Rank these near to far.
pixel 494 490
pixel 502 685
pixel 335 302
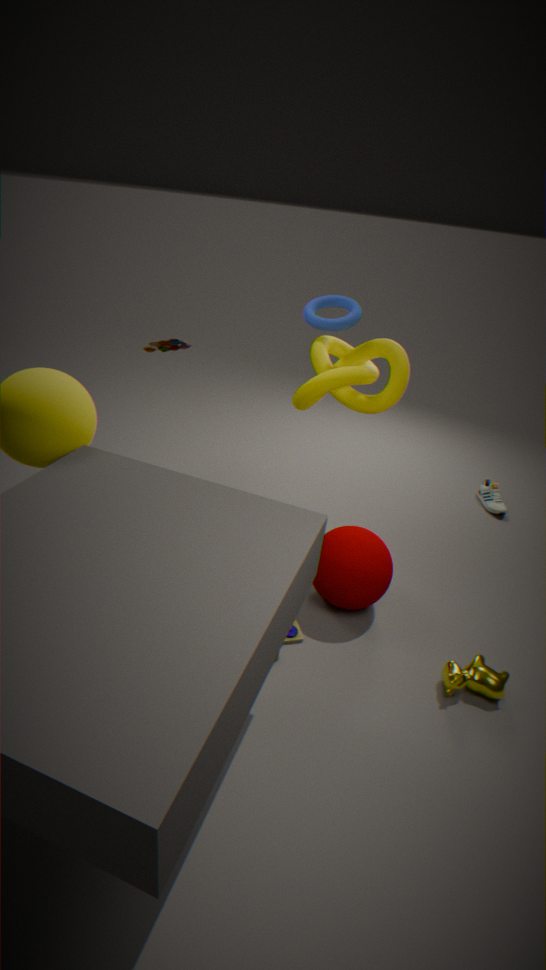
1. pixel 502 685
2. pixel 335 302
3. pixel 494 490
